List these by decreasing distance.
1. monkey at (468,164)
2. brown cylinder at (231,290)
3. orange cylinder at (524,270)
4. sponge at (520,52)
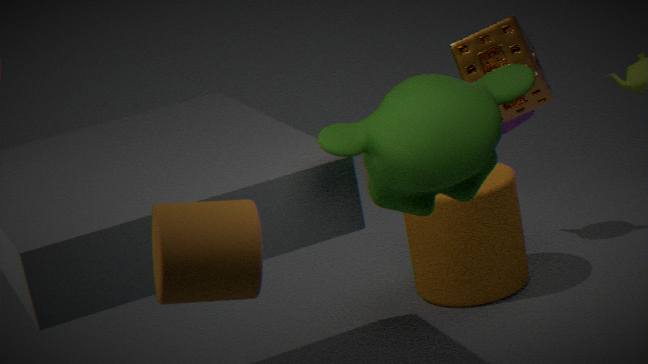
orange cylinder at (524,270)
sponge at (520,52)
monkey at (468,164)
brown cylinder at (231,290)
